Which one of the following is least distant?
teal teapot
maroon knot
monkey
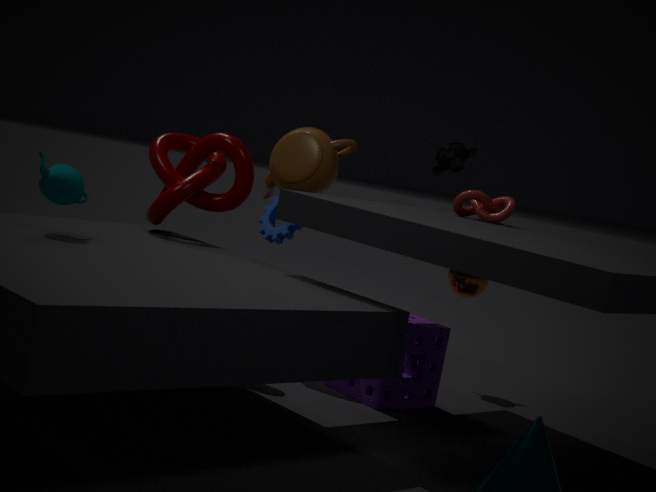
teal teapot
